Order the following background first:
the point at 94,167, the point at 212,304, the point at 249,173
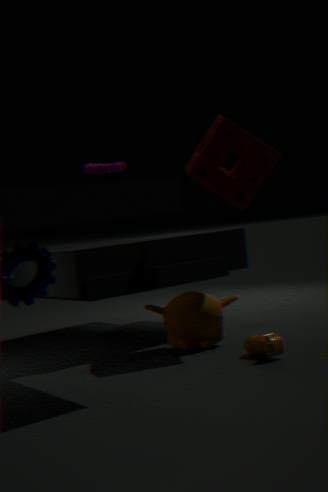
the point at 94,167 < the point at 212,304 < the point at 249,173
